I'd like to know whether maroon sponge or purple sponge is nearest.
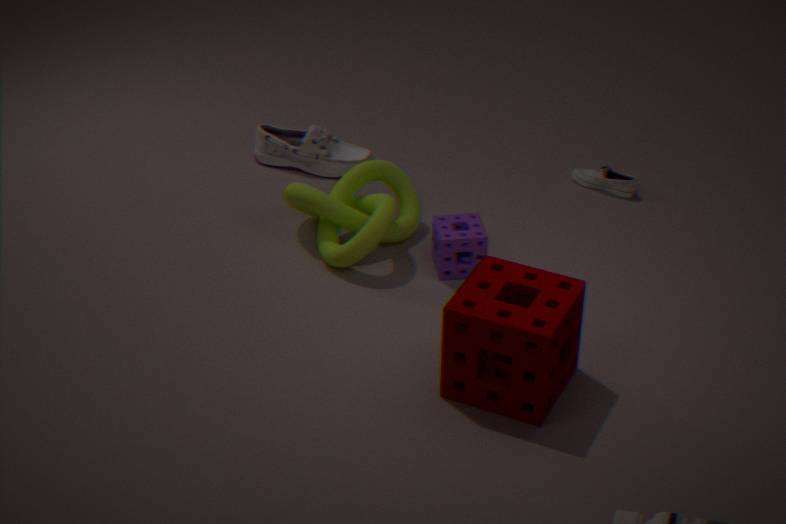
maroon sponge
